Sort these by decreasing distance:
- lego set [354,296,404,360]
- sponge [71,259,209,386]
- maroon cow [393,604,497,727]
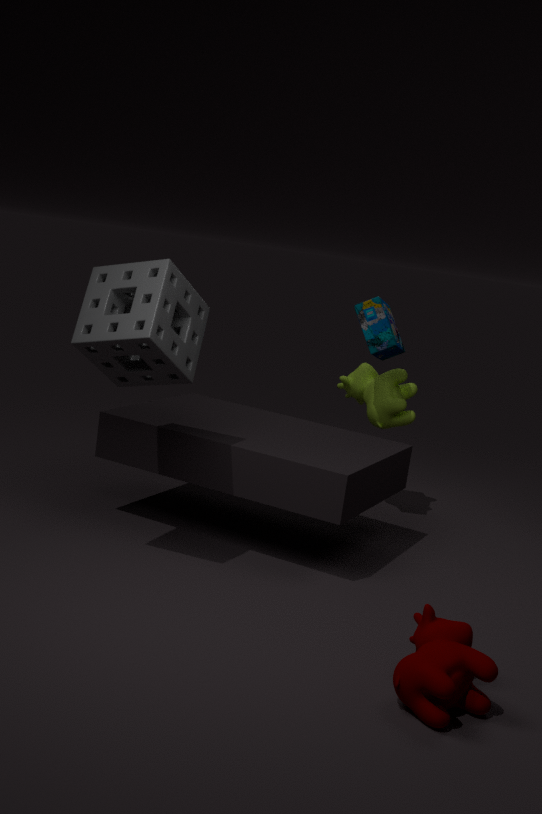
lego set [354,296,404,360]
sponge [71,259,209,386]
maroon cow [393,604,497,727]
